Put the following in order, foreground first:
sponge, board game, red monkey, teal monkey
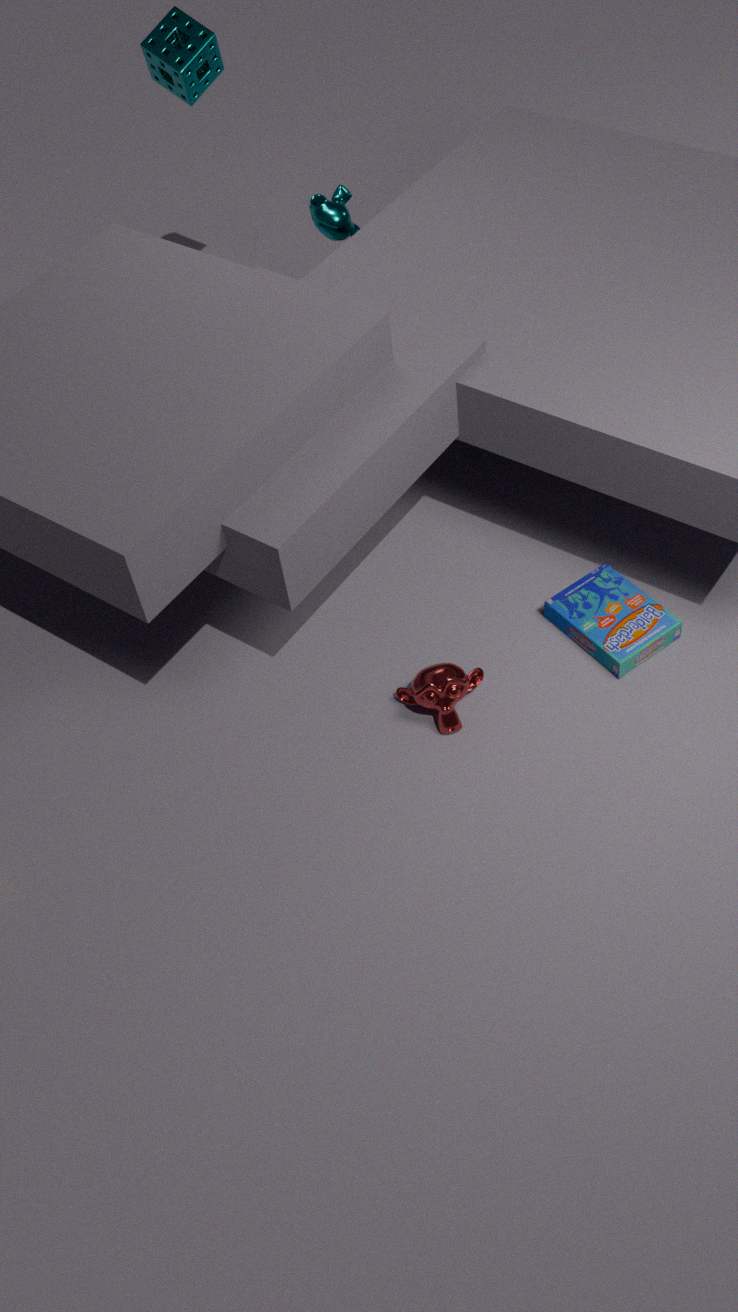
red monkey, board game, sponge, teal monkey
